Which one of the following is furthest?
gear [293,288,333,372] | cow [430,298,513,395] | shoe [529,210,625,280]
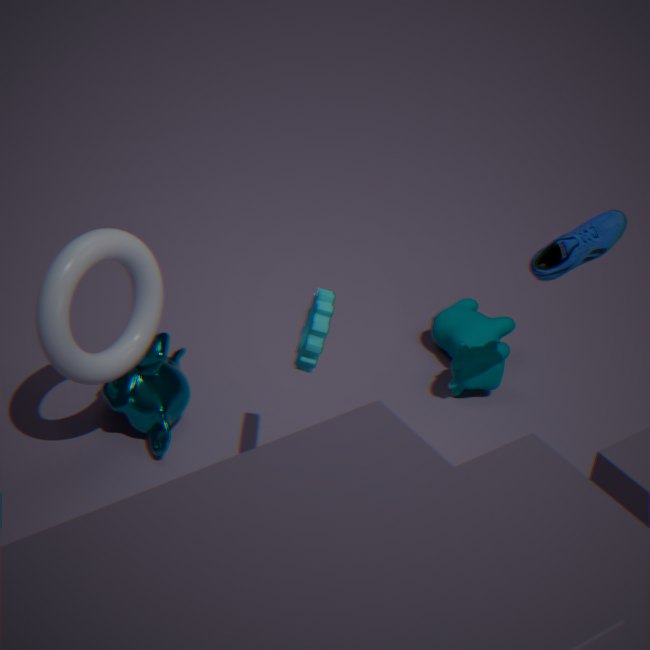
cow [430,298,513,395]
